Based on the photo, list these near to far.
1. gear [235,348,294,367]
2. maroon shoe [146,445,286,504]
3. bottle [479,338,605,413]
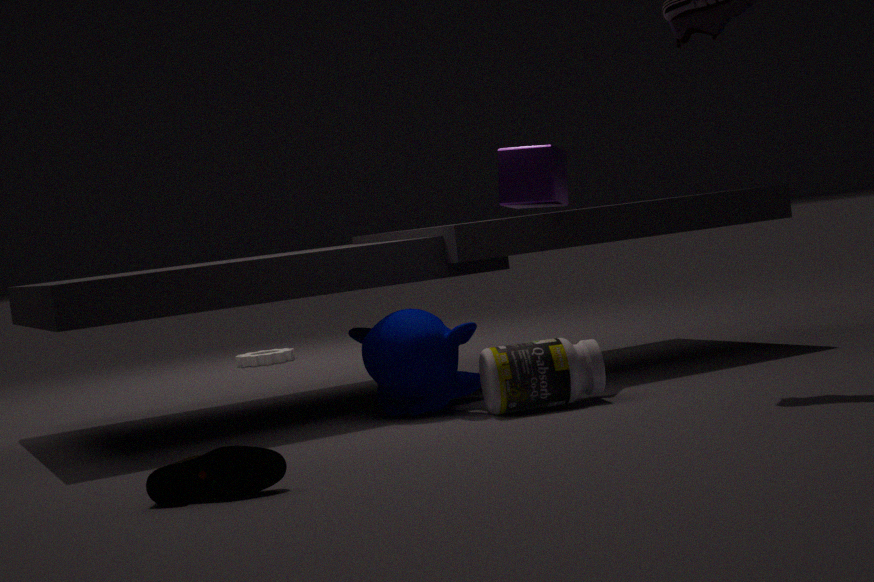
maroon shoe [146,445,286,504] → bottle [479,338,605,413] → gear [235,348,294,367]
